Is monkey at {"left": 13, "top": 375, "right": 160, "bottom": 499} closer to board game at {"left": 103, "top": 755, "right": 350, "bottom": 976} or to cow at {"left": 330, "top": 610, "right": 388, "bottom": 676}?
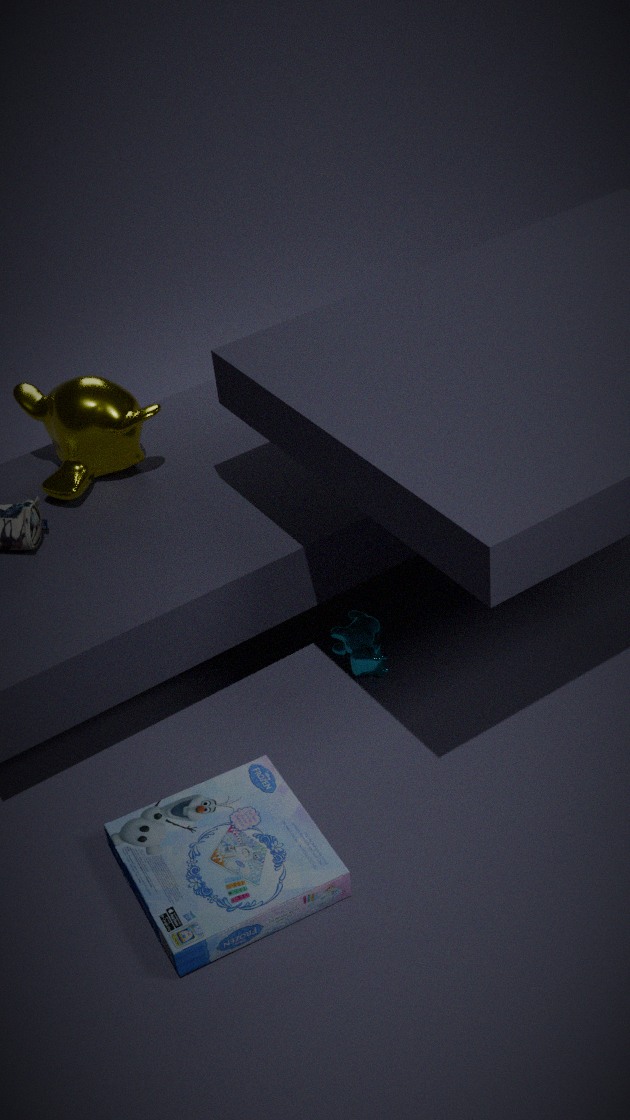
cow at {"left": 330, "top": 610, "right": 388, "bottom": 676}
